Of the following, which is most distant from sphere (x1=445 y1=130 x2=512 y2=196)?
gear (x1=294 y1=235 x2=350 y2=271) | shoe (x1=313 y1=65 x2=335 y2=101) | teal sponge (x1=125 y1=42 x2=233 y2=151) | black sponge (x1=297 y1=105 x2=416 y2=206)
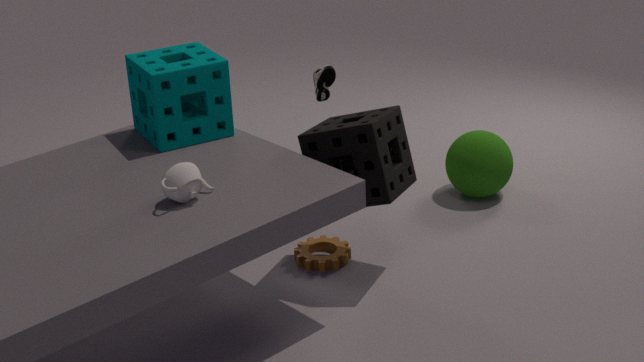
teal sponge (x1=125 y1=42 x2=233 y2=151)
